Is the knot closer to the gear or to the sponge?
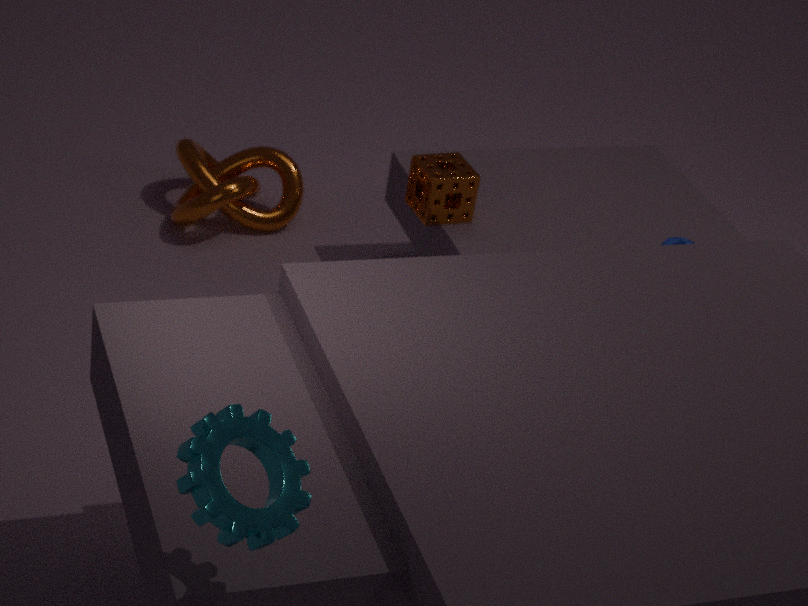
the sponge
